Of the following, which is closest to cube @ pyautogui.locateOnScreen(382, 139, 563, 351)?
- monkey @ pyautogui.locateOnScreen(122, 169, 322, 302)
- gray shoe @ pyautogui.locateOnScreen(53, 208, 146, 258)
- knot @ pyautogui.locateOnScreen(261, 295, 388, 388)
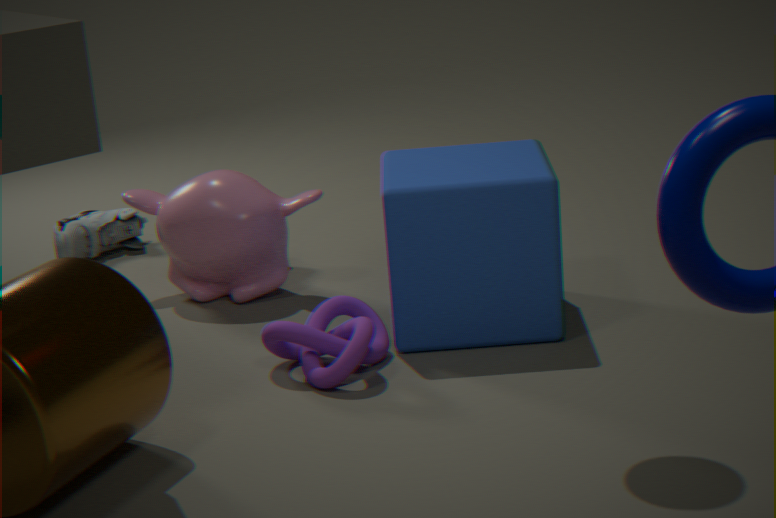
knot @ pyautogui.locateOnScreen(261, 295, 388, 388)
